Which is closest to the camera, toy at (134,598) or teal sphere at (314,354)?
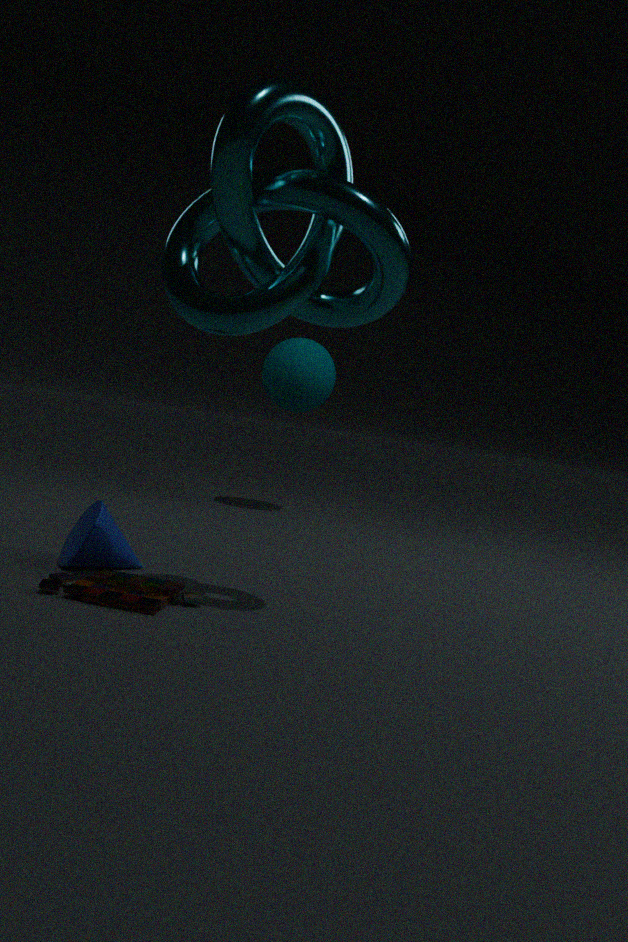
toy at (134,598)
